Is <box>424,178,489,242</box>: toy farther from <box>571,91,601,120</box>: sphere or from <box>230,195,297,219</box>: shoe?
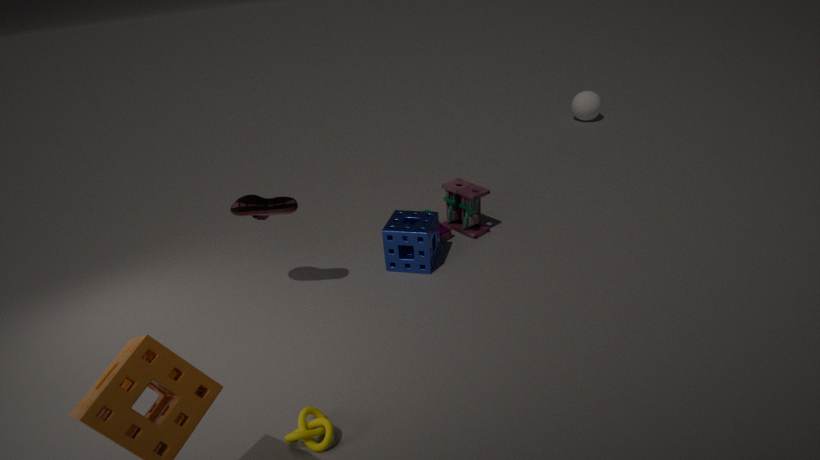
<box>571,91,601,120</box>: sphere
